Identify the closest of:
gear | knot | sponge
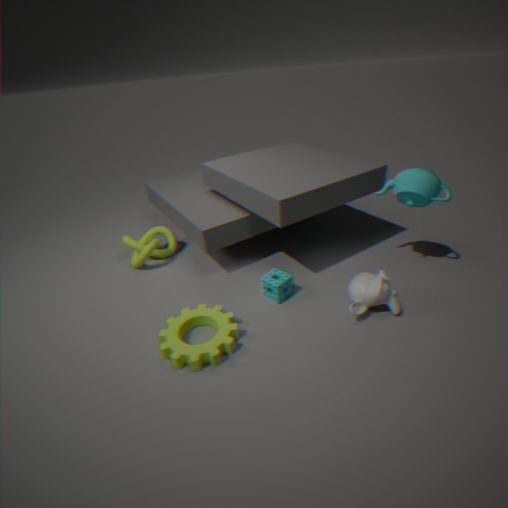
gear
